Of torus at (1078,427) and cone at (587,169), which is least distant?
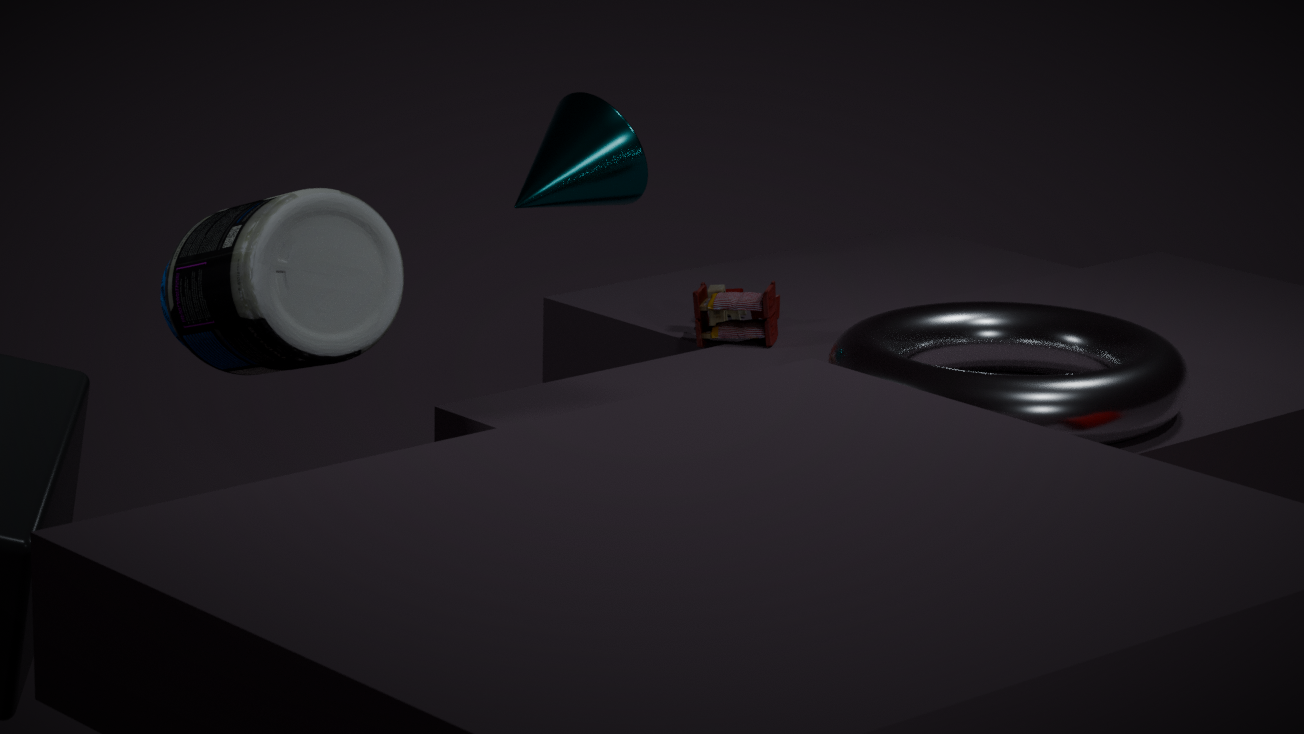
torus at (1078,427)
